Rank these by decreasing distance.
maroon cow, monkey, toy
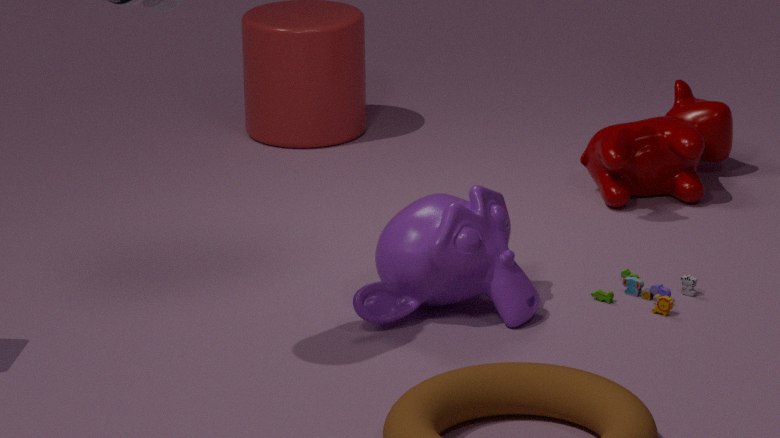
maroon cow < toy < monkey
